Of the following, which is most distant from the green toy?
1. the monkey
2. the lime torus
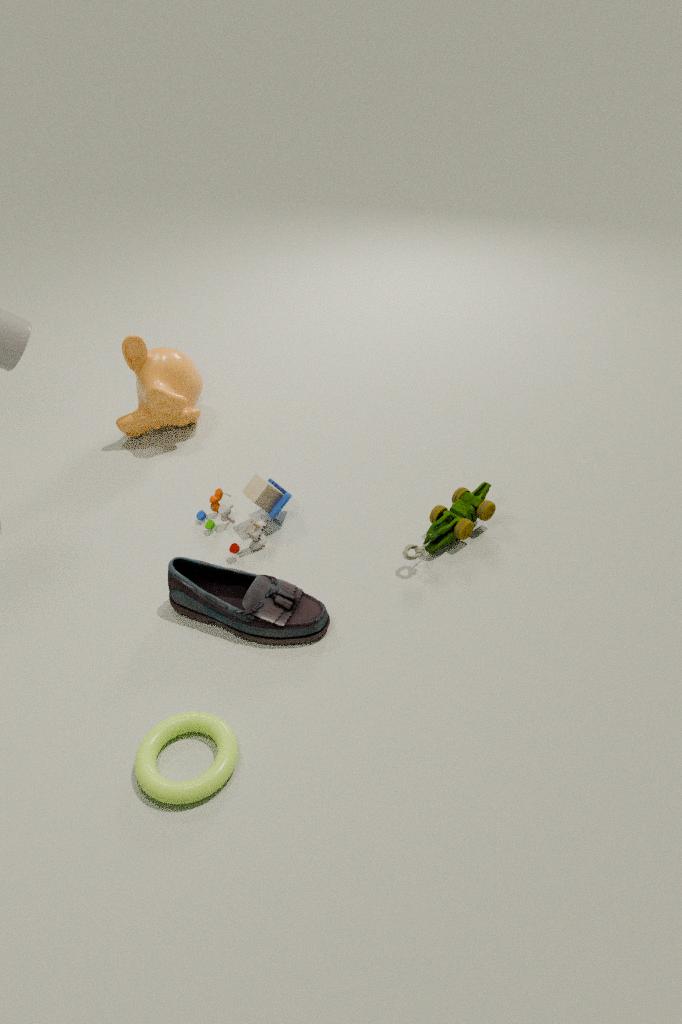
the monkey
